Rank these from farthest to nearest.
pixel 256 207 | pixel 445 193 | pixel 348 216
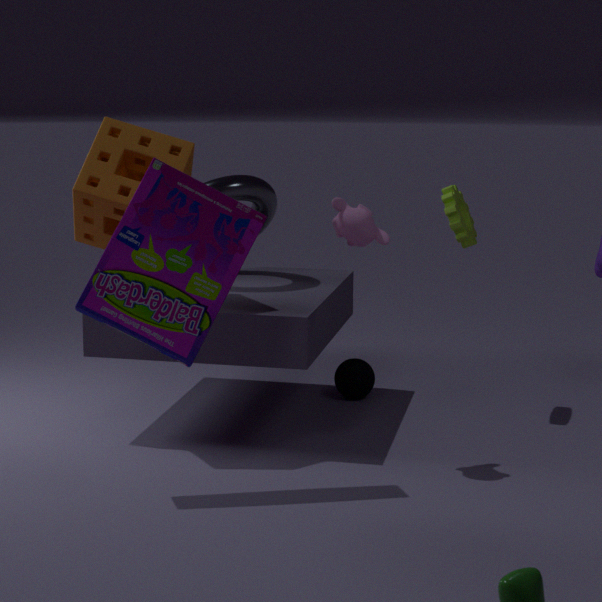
pixel 256 207 → pixel 445 193 → pixel 348 216
